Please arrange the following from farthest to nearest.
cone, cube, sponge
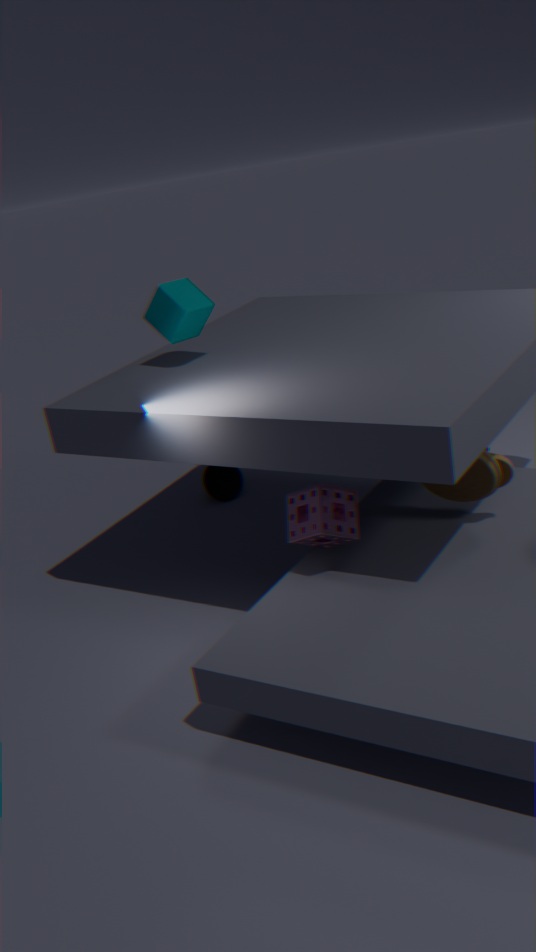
cone, cube, sponge
